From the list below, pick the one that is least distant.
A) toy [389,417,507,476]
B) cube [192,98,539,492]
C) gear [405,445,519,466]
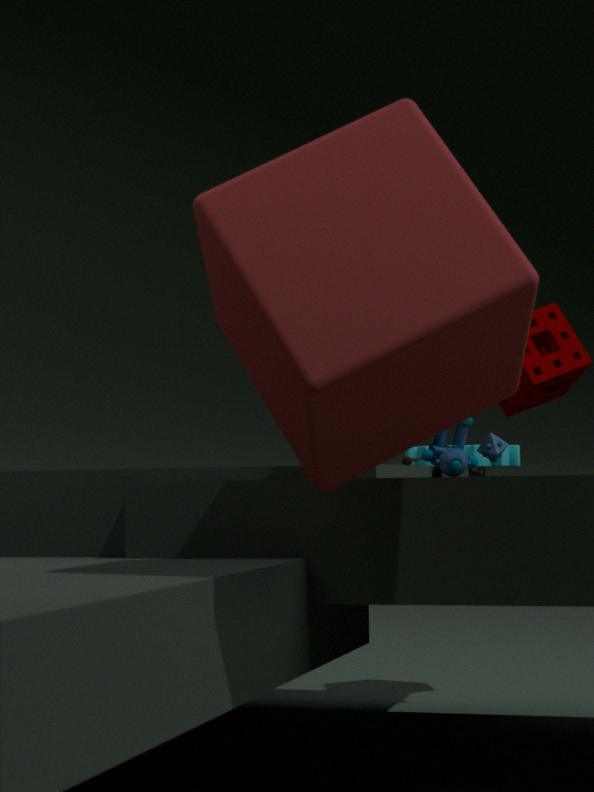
cube [192,98,539,492]
